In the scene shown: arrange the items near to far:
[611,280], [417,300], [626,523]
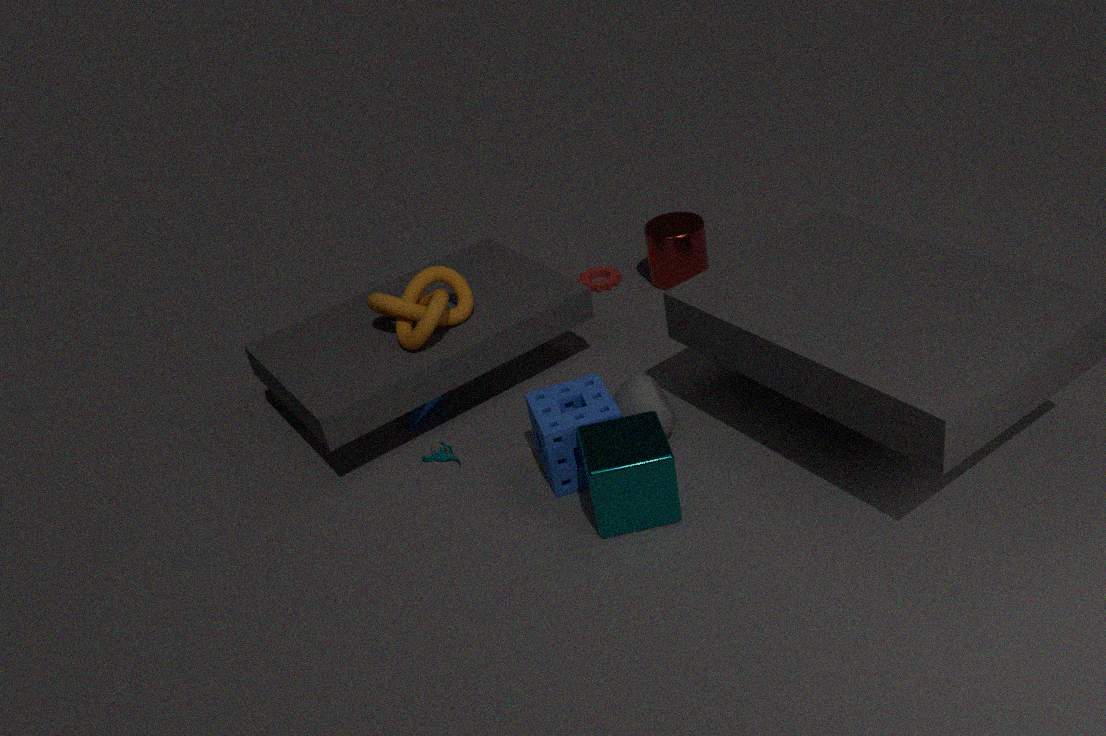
[626,523] < [417,300] < [611,280]
